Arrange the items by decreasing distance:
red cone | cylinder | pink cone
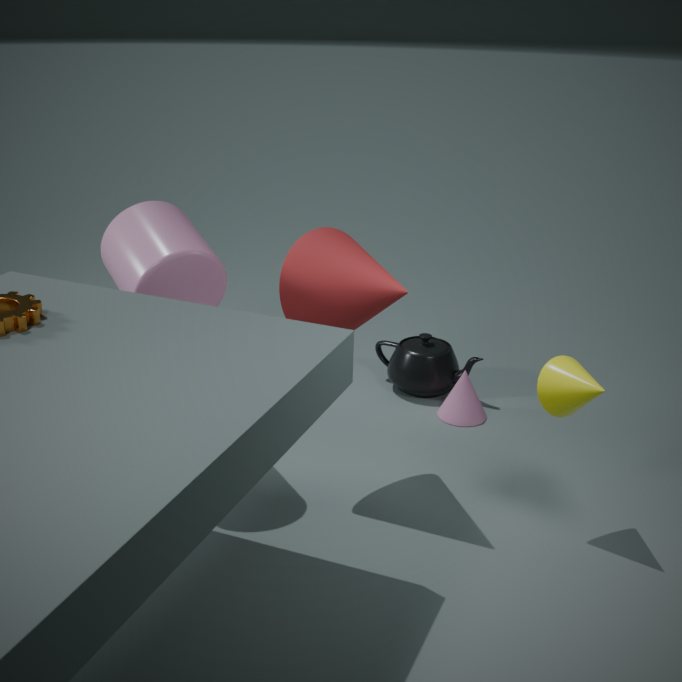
pink cone → cylinder → red cone
